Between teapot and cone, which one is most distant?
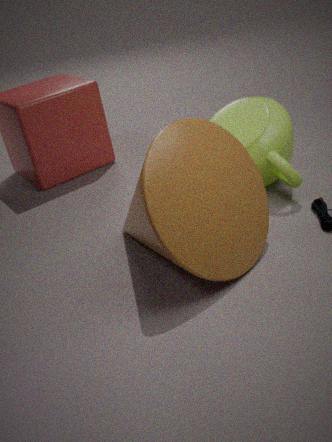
teapot
